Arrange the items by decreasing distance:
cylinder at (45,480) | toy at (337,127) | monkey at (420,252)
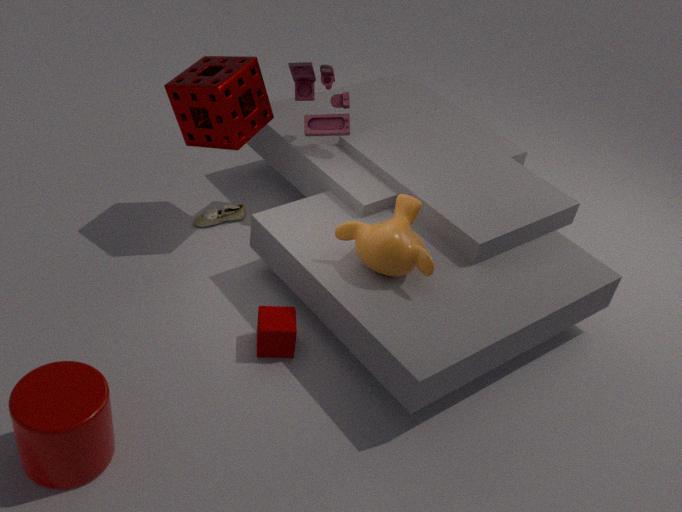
toy at (337,127) < monkey at (420,252) < cylinder at (45,480)
